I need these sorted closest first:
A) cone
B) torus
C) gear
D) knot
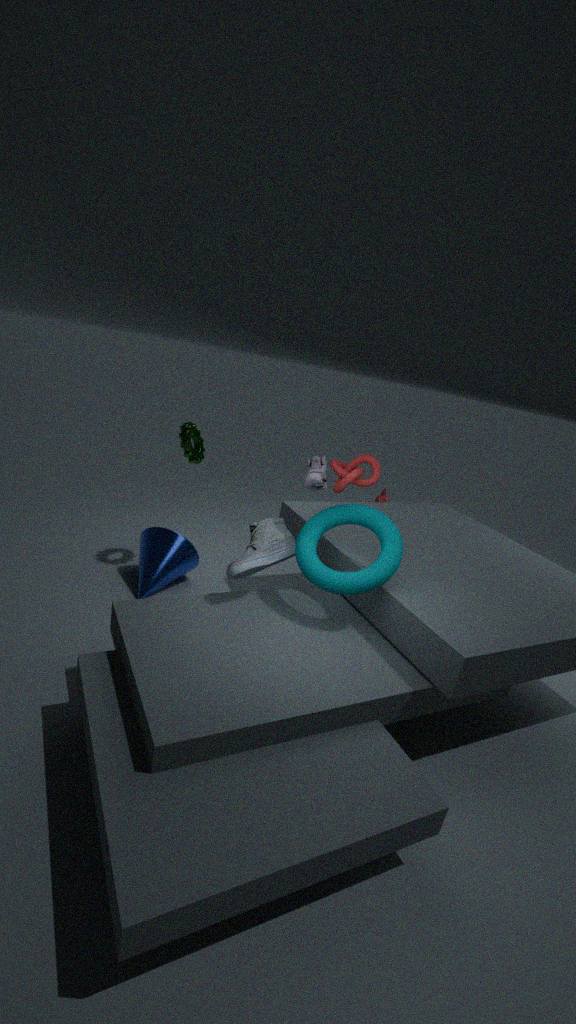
torus → knot → cone → gear
